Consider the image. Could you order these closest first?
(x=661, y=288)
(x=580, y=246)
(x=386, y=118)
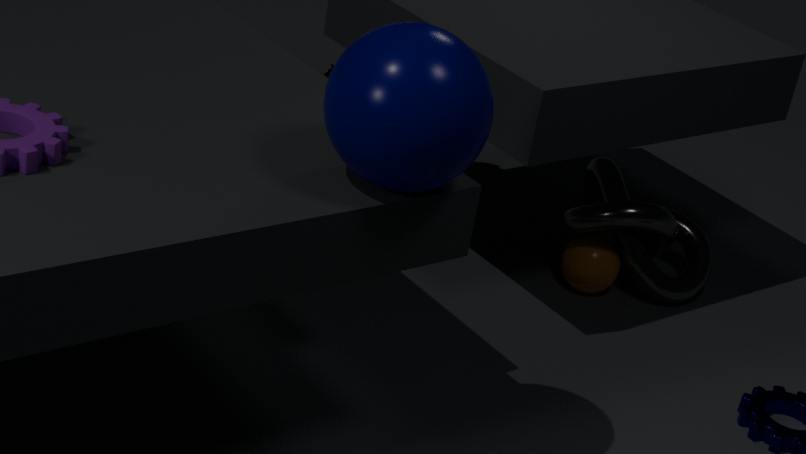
(x=386, y=118)
(x=580, y=246)
(x=661, y=288)
